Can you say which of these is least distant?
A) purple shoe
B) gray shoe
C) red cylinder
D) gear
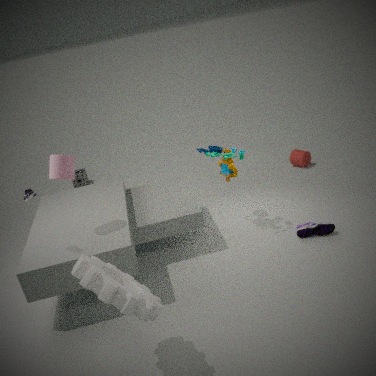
gear
